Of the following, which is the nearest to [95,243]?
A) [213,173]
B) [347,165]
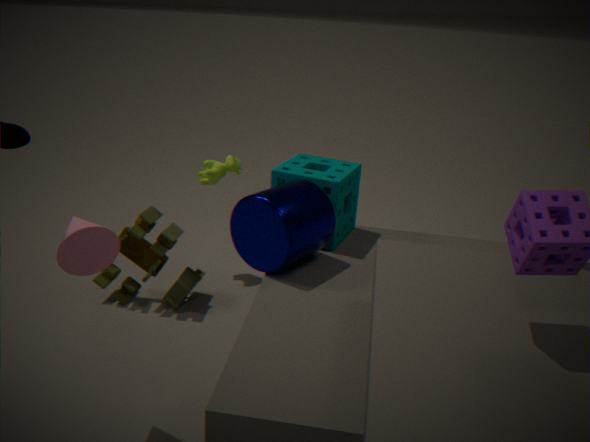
[347,165]
